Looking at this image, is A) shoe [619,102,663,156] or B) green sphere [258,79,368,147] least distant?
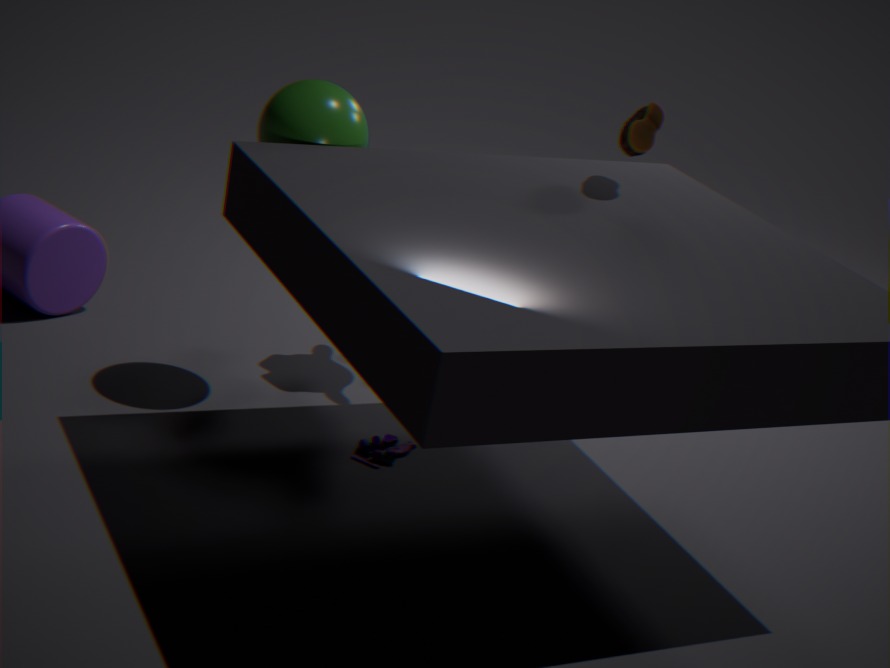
A. shoe [619,102,663,156]
